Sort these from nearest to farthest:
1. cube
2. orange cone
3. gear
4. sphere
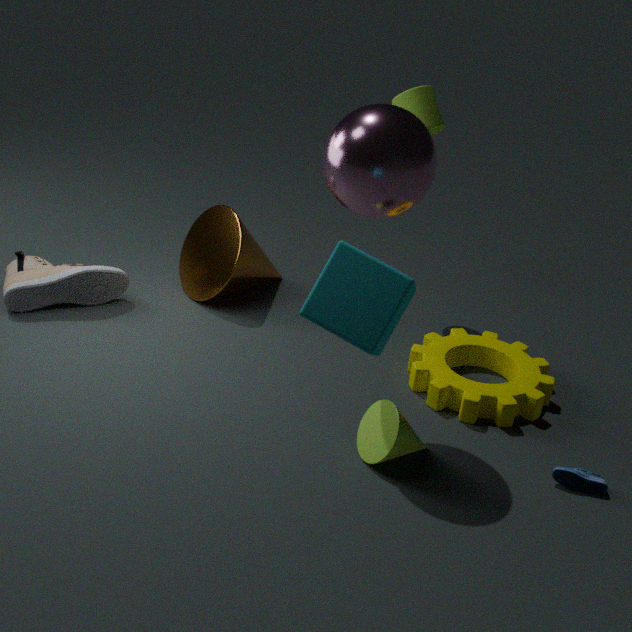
cube
sphere
gear
orange cone
